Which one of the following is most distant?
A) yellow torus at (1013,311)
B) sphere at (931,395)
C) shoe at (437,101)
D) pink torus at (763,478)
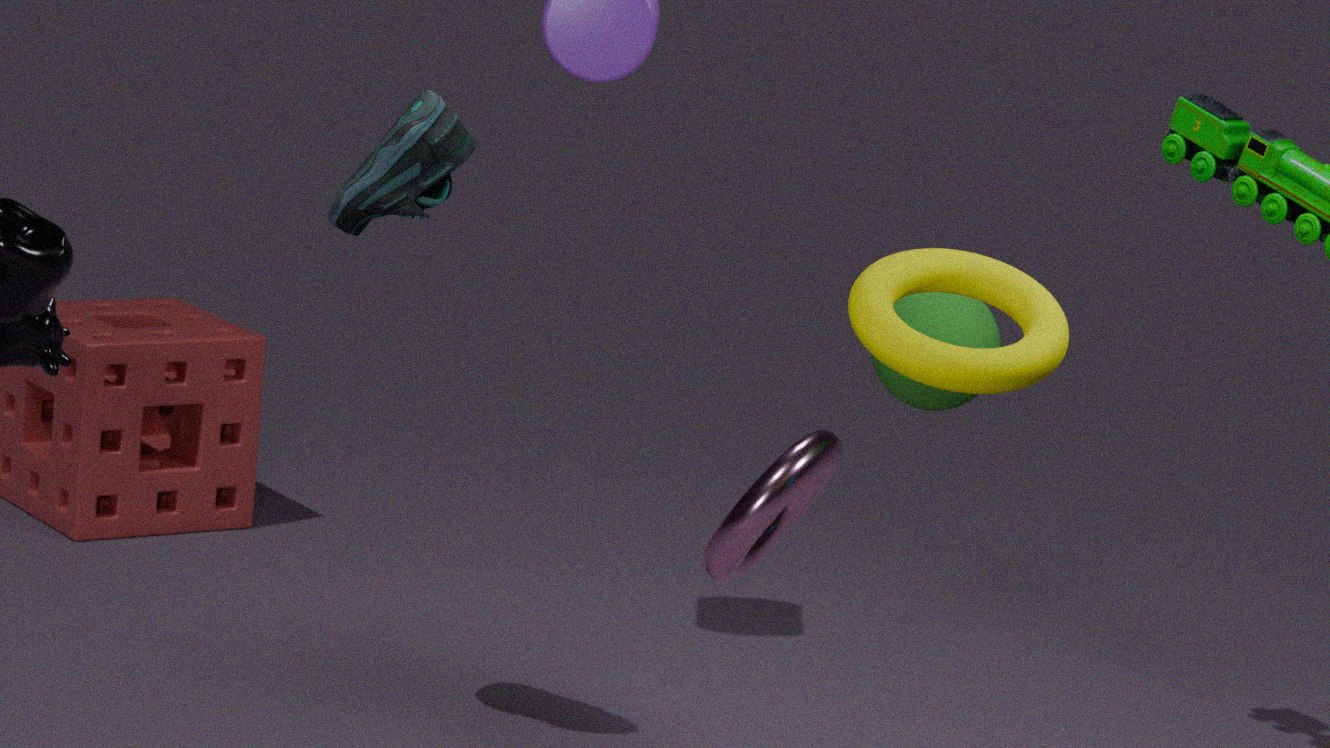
shoe at (437,101)
